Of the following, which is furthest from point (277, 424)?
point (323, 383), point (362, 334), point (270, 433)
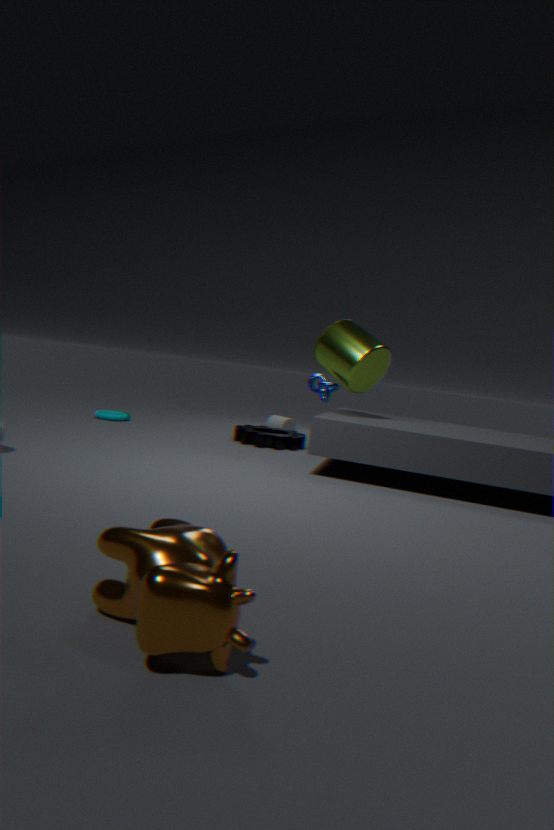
point (362, 334)
